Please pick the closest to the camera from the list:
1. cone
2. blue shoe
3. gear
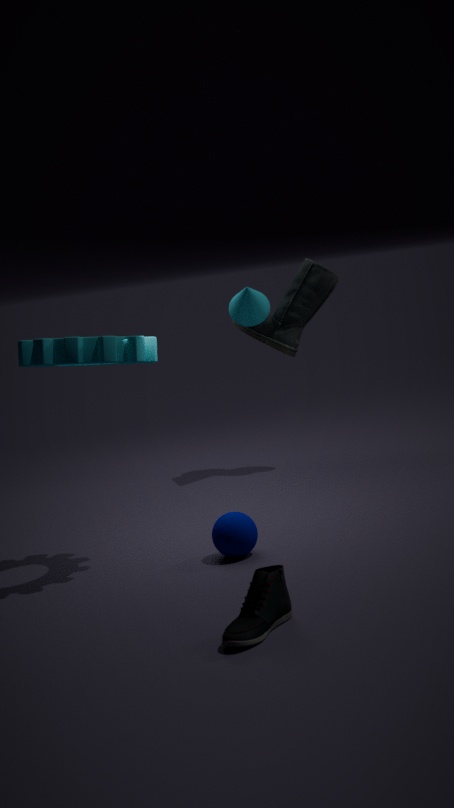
blue shoe
